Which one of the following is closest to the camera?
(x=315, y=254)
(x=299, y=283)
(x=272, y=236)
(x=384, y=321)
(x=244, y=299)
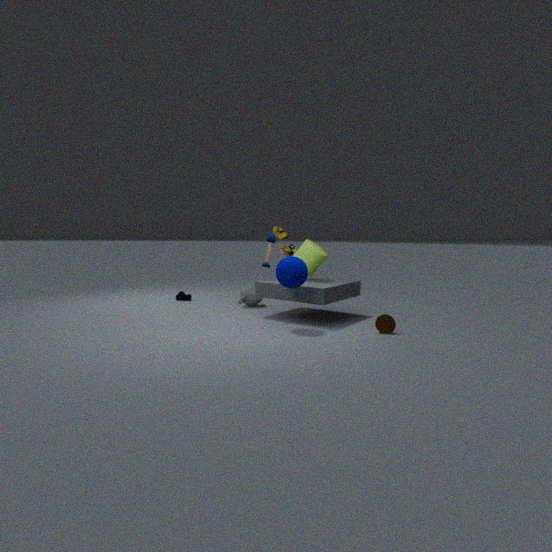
(x=384, y=321)
